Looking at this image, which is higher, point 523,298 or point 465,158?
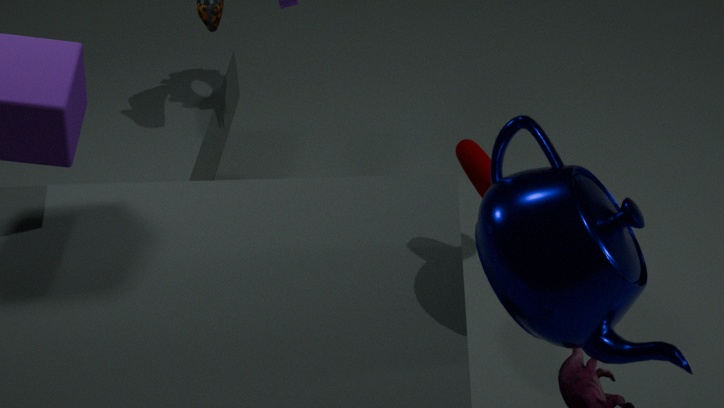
point 523,298
